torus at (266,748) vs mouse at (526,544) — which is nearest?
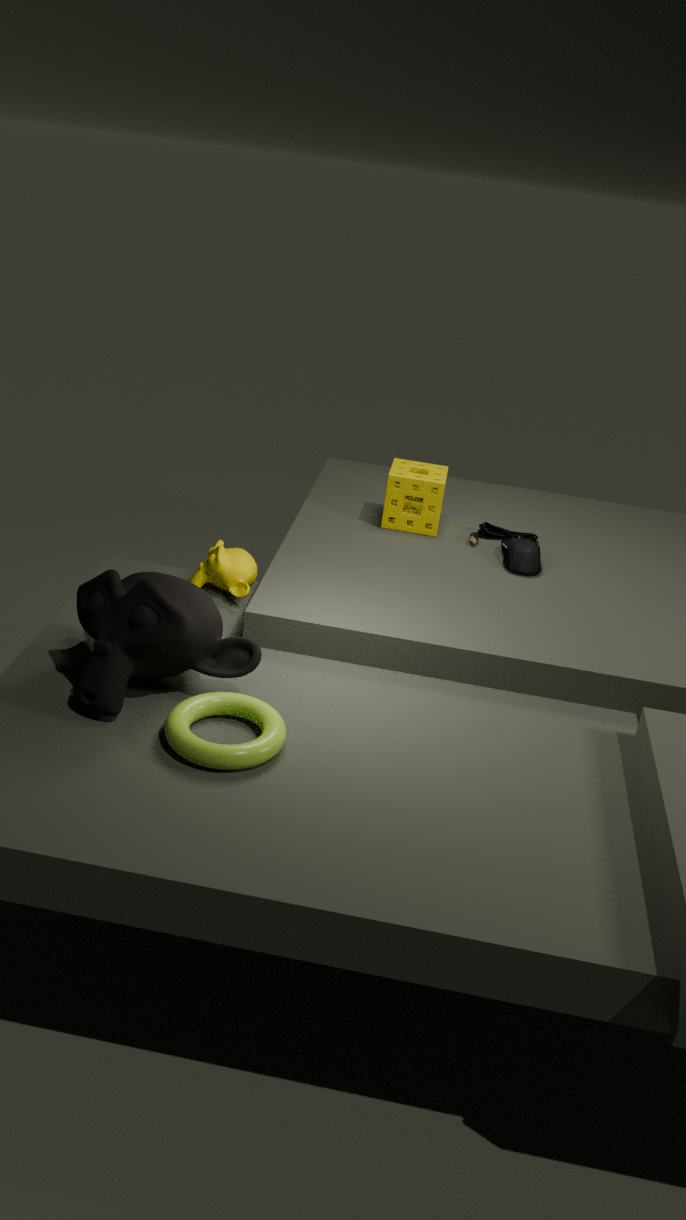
torus at (266,748)
